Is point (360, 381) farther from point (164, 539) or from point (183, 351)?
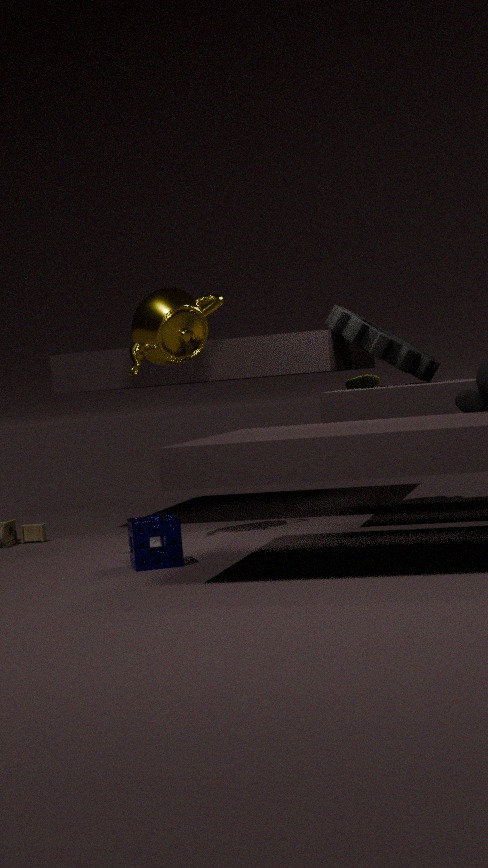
point (164, 539)
